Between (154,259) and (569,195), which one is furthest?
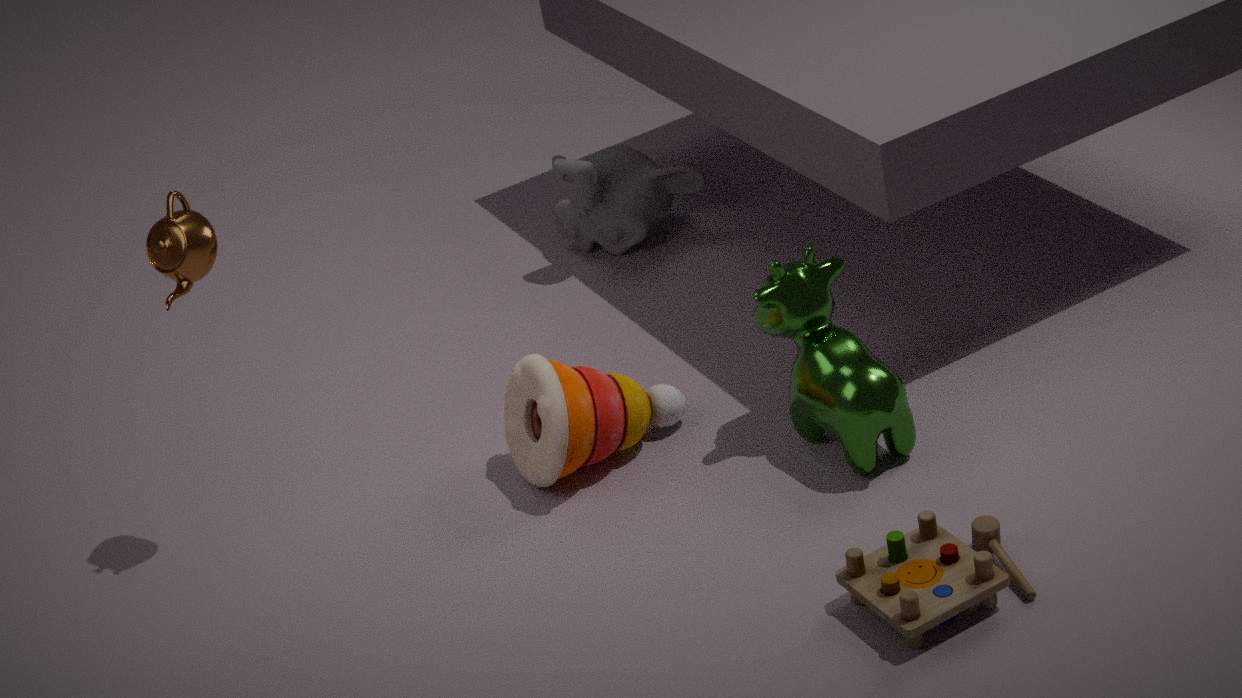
(569,195)
